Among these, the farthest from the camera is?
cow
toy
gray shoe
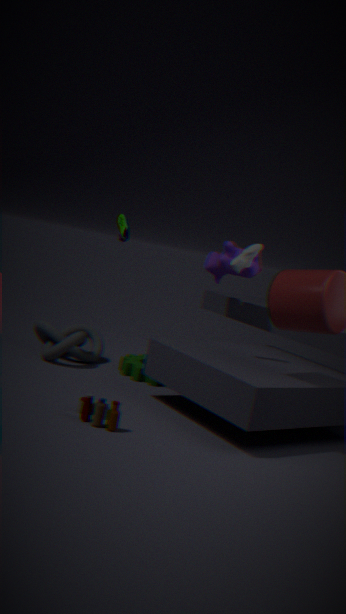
cow
